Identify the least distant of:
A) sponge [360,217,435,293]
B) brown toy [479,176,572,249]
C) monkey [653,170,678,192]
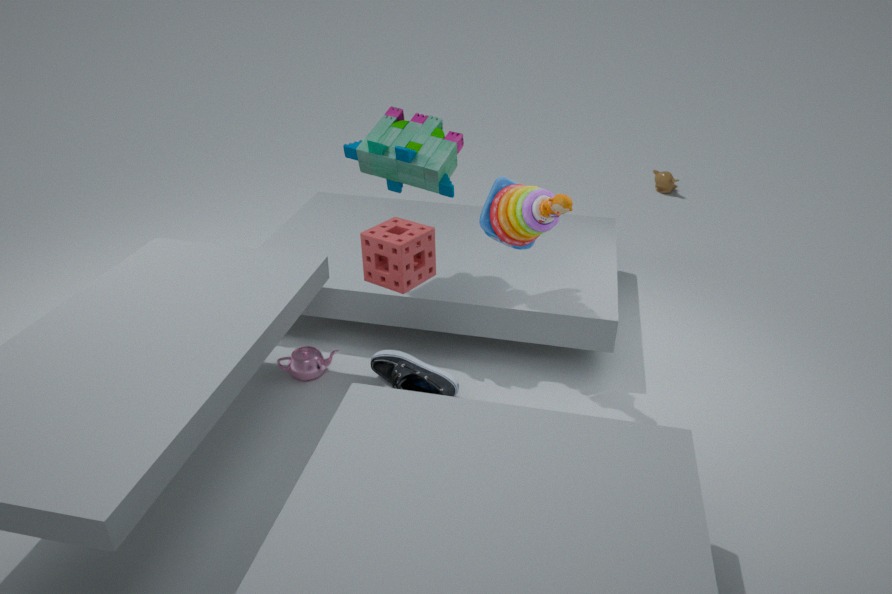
sponge [360,217,435,293]
